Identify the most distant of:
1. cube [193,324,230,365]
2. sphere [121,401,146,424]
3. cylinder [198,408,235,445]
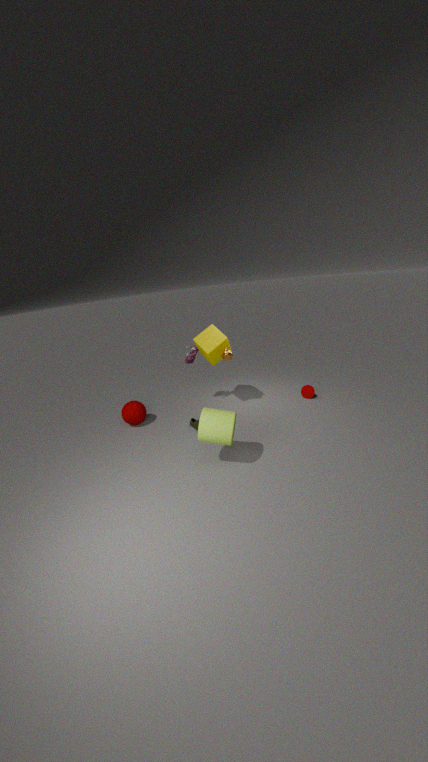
sphere [121,401,146,424]
